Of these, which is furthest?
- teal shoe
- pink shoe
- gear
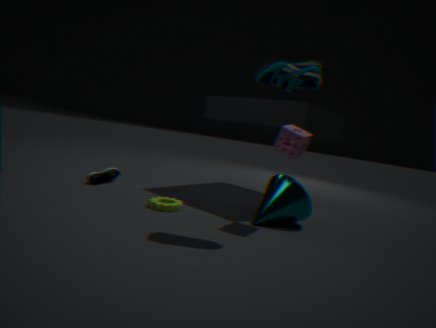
pink shoe
